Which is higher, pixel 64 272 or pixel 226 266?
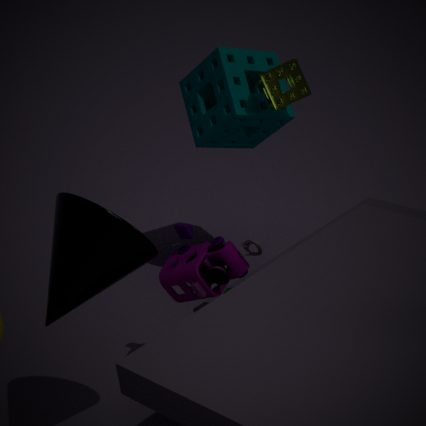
pixel 64 272
